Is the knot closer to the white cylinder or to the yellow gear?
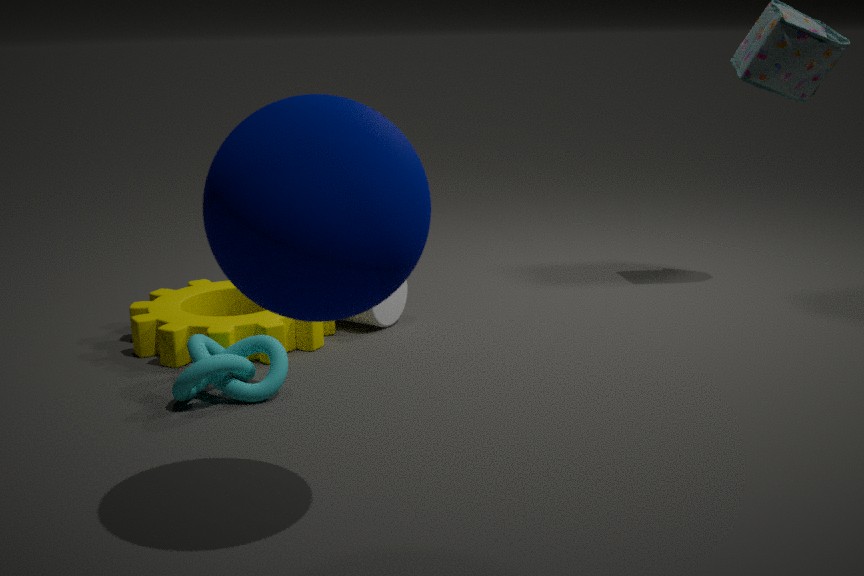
the yellow gear
